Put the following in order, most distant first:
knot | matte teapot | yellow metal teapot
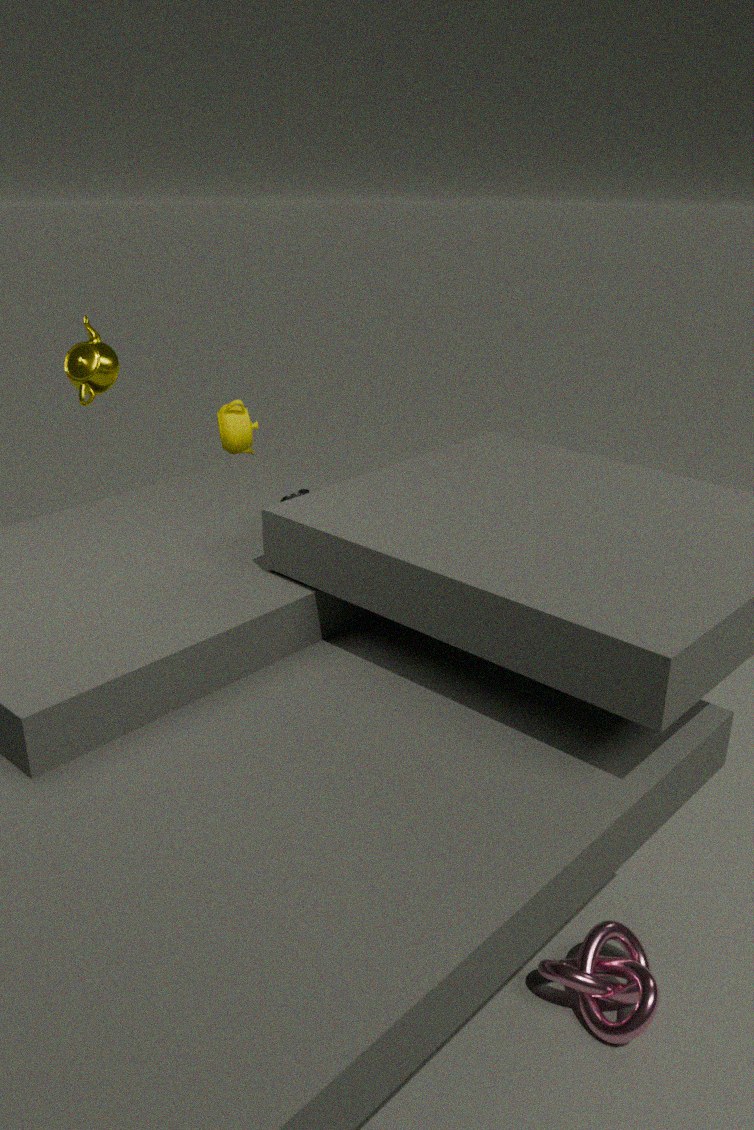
1. matte teapot
2. yellow metal teapot
3. knot
